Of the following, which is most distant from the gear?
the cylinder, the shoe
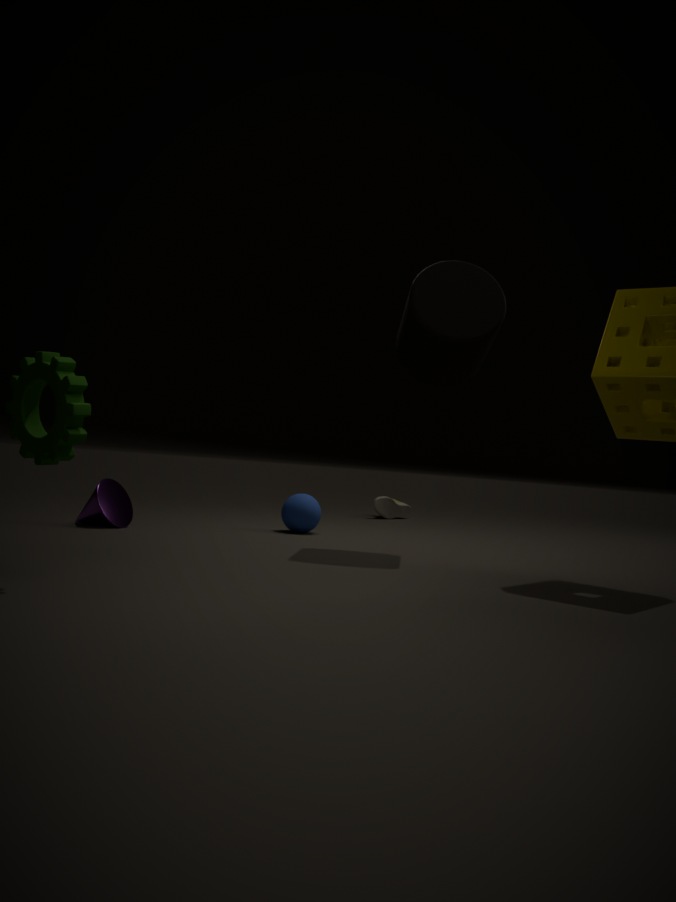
the shoe
